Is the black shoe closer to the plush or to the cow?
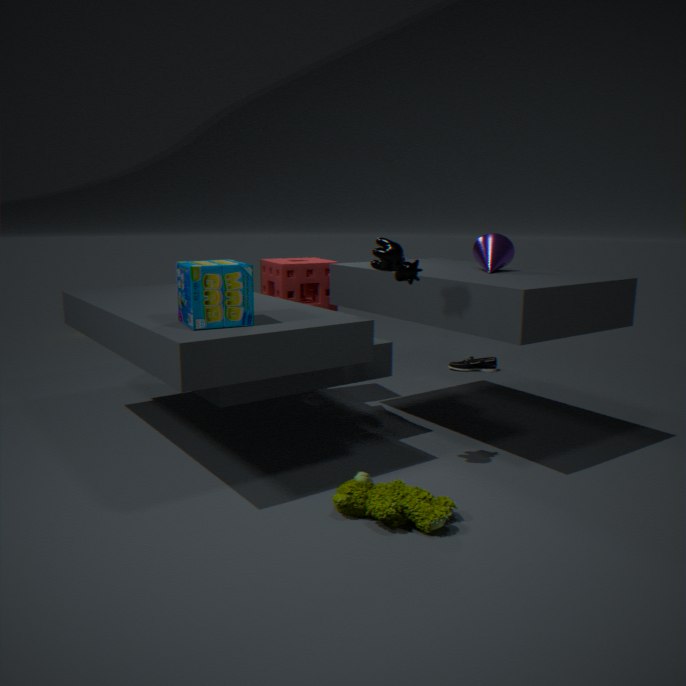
the cow
